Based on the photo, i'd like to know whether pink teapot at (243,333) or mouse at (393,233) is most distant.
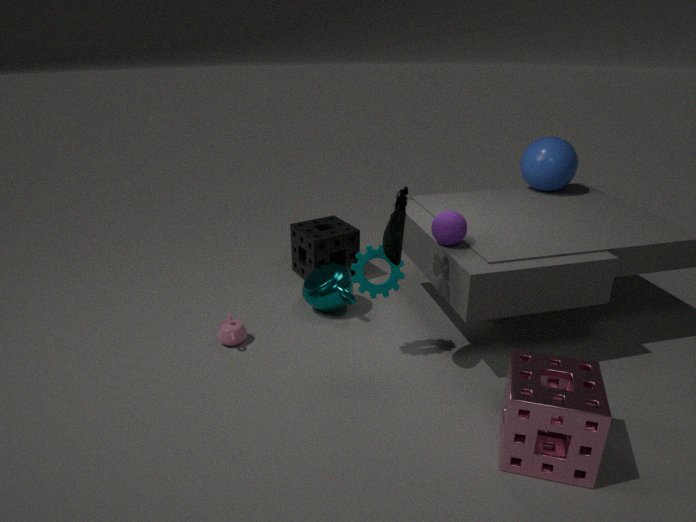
pink teapot at (243,333)
